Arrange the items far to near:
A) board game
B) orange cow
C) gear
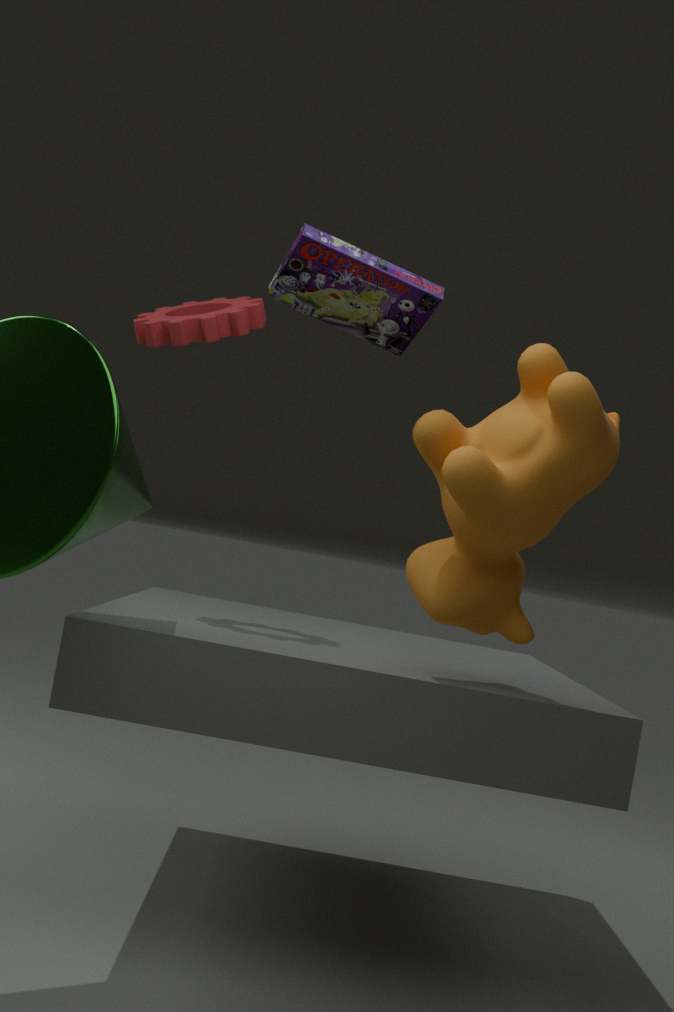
gear, board game, orange cow
